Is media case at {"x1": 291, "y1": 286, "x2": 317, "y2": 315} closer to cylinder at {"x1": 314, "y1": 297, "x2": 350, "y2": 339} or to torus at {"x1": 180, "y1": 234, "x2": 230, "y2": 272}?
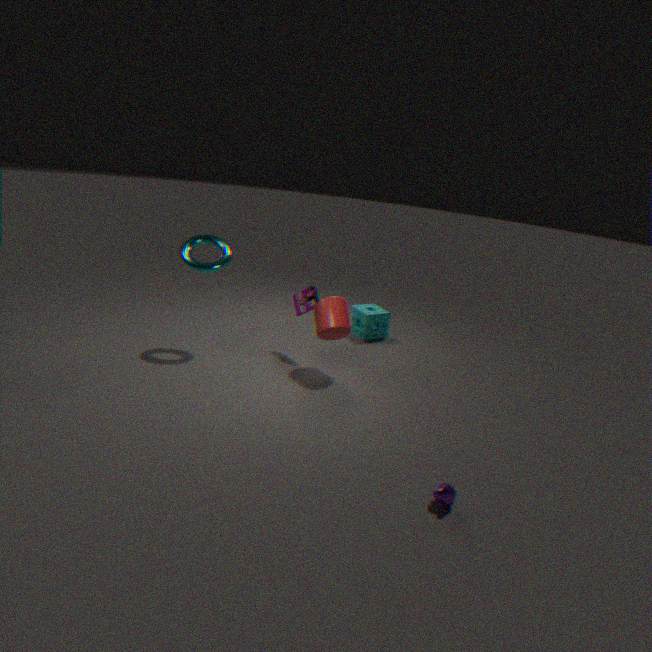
cylinder at {"x1": 314, "y1": 297, "x2": 350, "y2": 339}
